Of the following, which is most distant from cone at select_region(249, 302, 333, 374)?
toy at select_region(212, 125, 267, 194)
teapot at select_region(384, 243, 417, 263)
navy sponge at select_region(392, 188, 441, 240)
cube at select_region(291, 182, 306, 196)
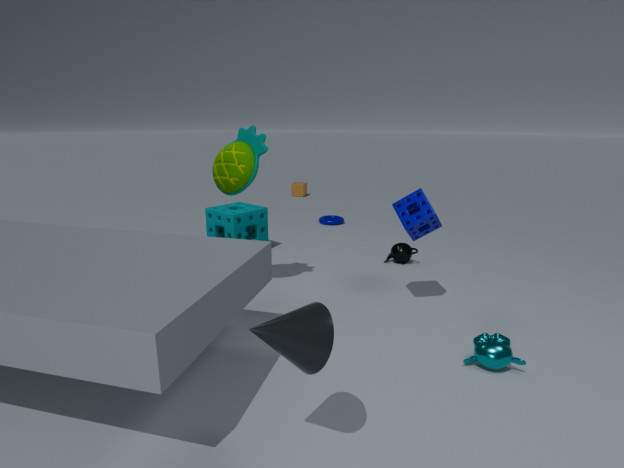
cube at select_region(291, 182, 306, 196)
